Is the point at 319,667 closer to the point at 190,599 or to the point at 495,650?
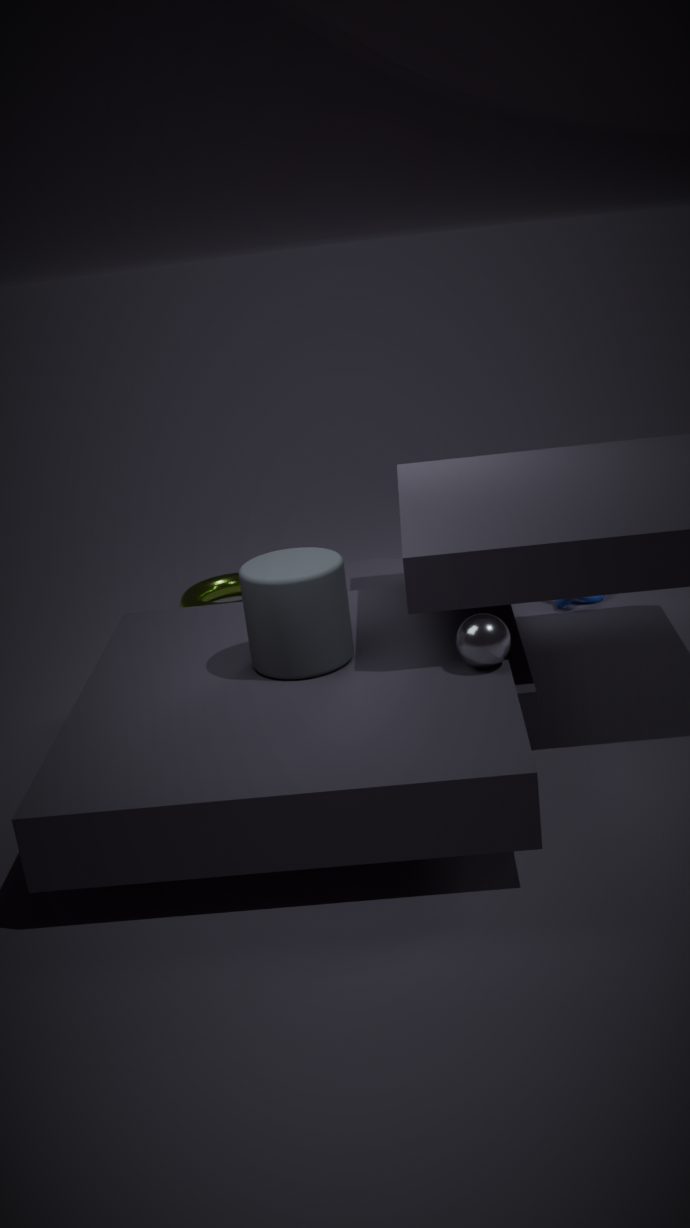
the point at 495,650
